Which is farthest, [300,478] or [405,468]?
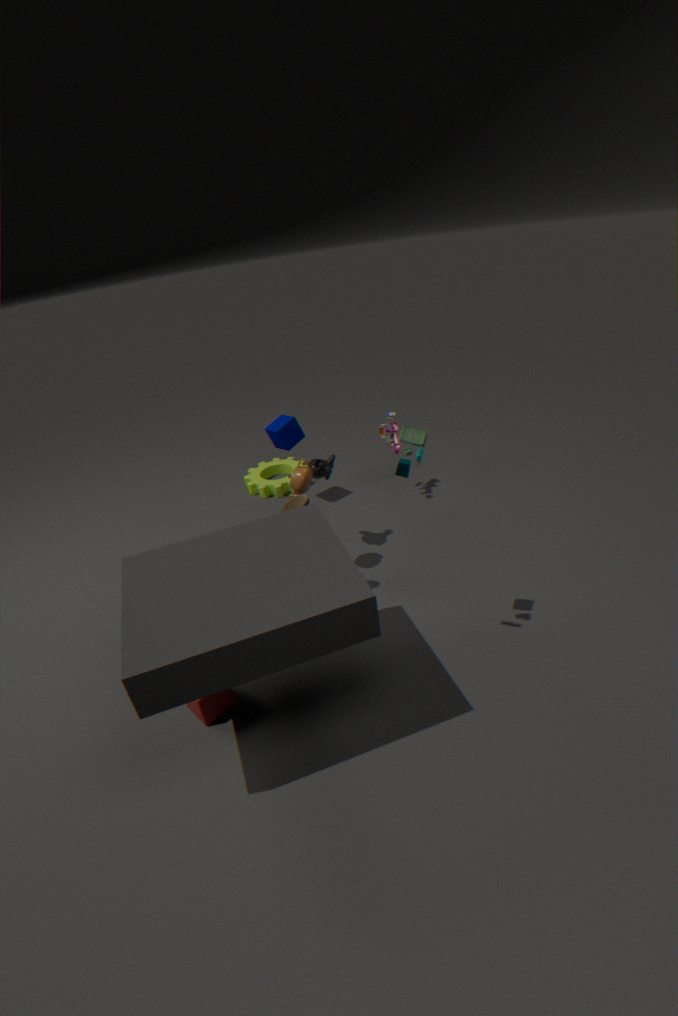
[300,478]
